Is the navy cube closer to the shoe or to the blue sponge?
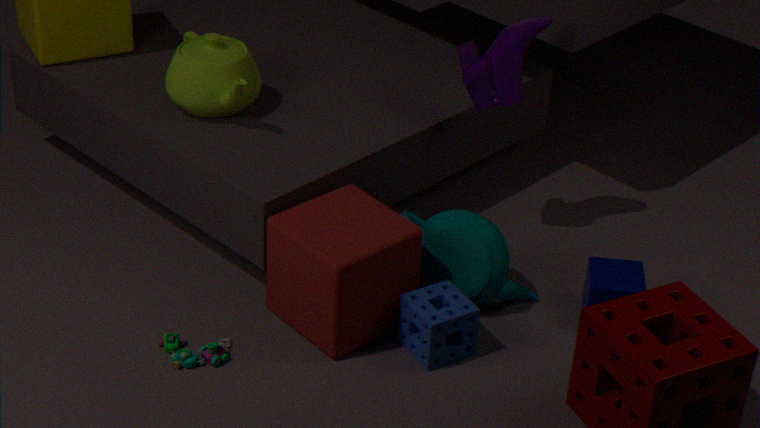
the blue sponge
